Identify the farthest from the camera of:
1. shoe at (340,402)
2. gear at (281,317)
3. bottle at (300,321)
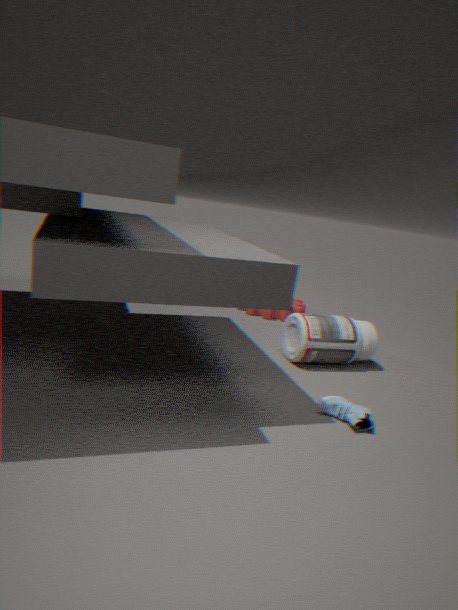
gear at (281,317)
